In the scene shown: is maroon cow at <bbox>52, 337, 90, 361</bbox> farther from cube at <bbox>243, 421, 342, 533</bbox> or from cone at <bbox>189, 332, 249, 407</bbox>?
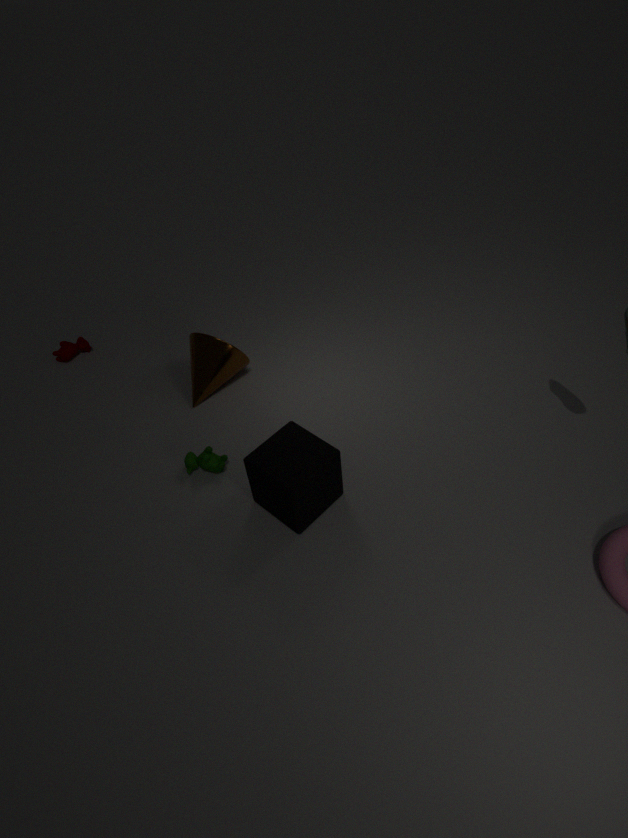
cube at <bbox>243, 421, 342, 533</bbox>
